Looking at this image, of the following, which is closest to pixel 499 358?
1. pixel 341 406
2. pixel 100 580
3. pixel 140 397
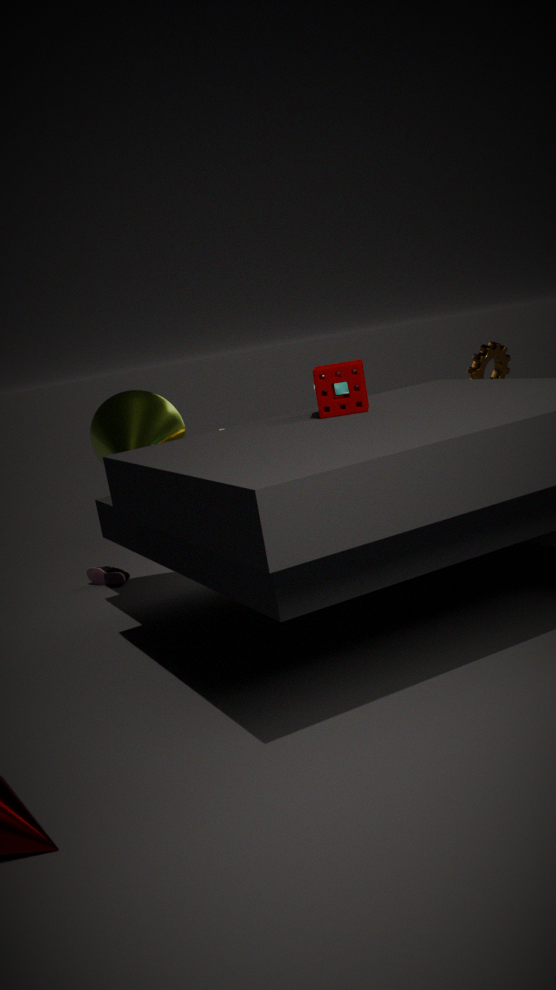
pixel 341 406
